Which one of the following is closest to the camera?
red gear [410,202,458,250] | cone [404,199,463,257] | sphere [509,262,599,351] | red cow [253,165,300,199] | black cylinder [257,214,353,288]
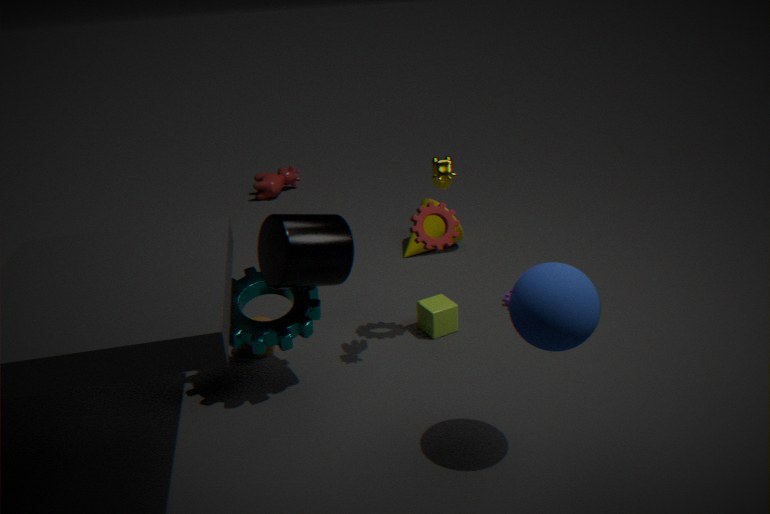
sphere [509,262,599,351]
